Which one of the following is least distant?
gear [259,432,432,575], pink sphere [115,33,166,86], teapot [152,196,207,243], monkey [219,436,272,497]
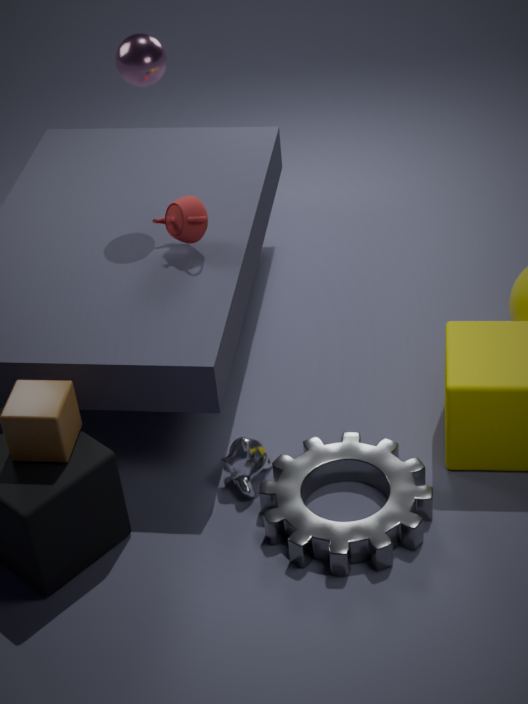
Answer: gear [259,432,432,575]
